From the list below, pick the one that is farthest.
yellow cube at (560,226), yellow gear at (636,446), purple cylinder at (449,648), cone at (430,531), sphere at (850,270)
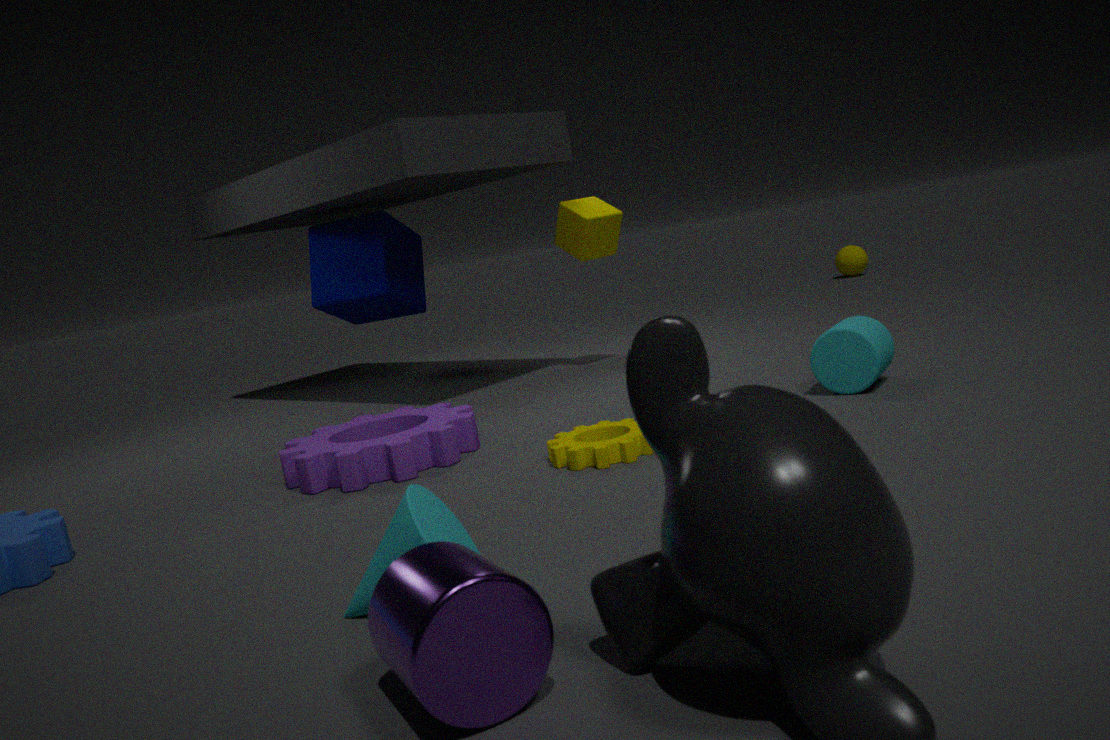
sphere at (850,270)
